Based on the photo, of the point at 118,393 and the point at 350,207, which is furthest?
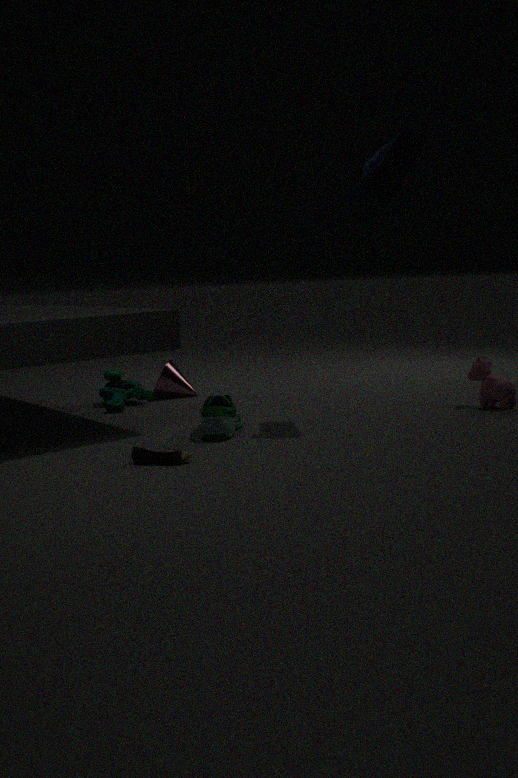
the point at 118,393
